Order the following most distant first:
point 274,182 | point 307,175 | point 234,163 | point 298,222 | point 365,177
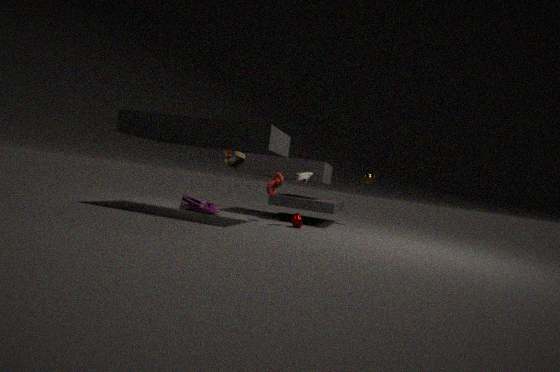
point 234,163 → point 365,177 → point 274,182 → point 298,222 → point 307,175
